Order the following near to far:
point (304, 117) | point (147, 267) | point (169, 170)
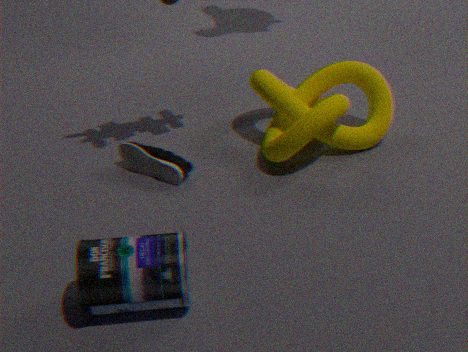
1. point (147, 267)
2. point (304, 117)
3. point (169, 170)
